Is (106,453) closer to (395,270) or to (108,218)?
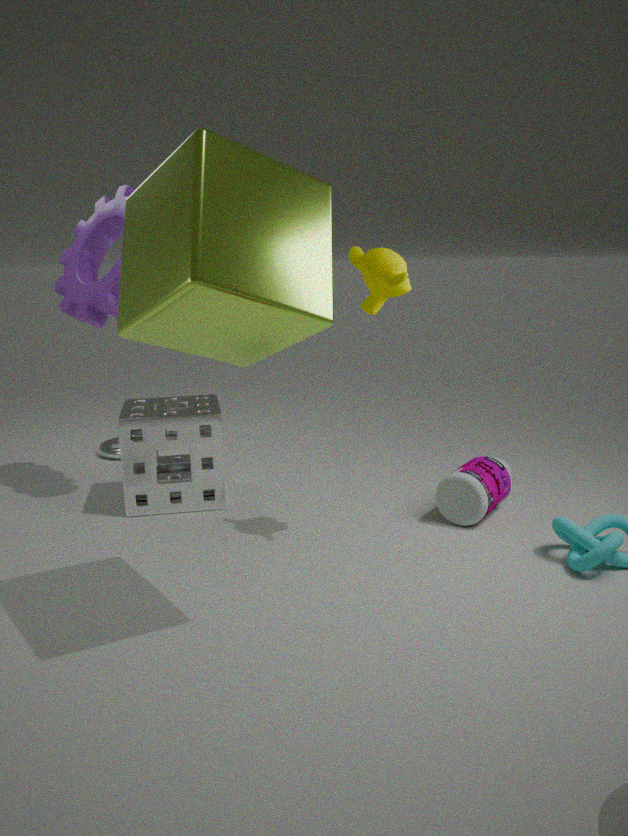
(108,218)
